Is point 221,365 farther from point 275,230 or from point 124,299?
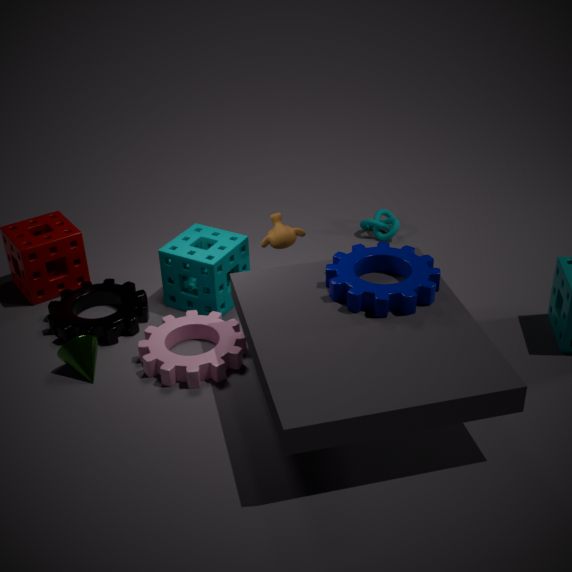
point 275,230
